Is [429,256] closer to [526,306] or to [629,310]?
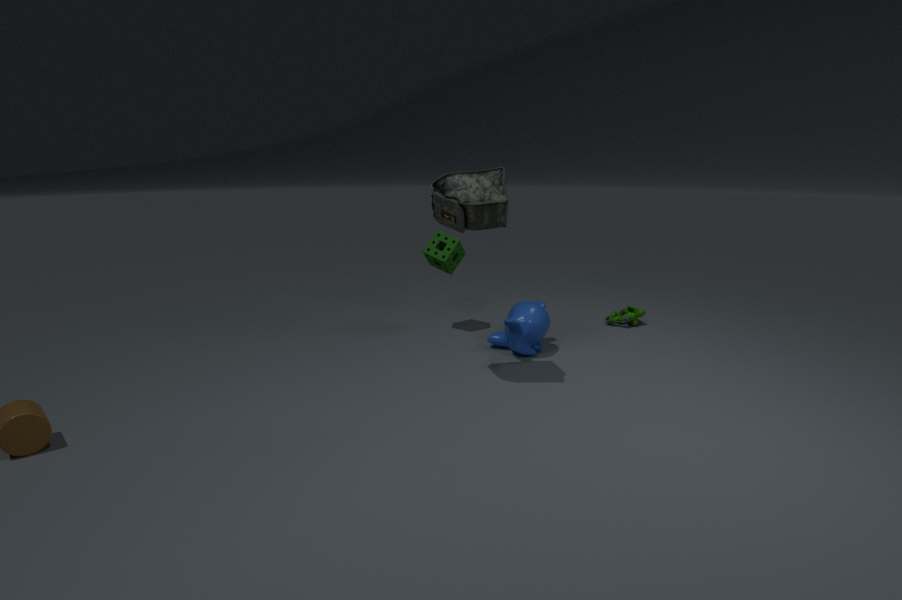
[526,306]
